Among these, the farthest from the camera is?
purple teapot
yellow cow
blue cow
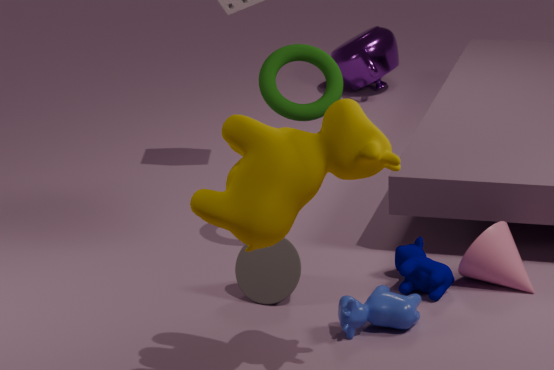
purple teapot
